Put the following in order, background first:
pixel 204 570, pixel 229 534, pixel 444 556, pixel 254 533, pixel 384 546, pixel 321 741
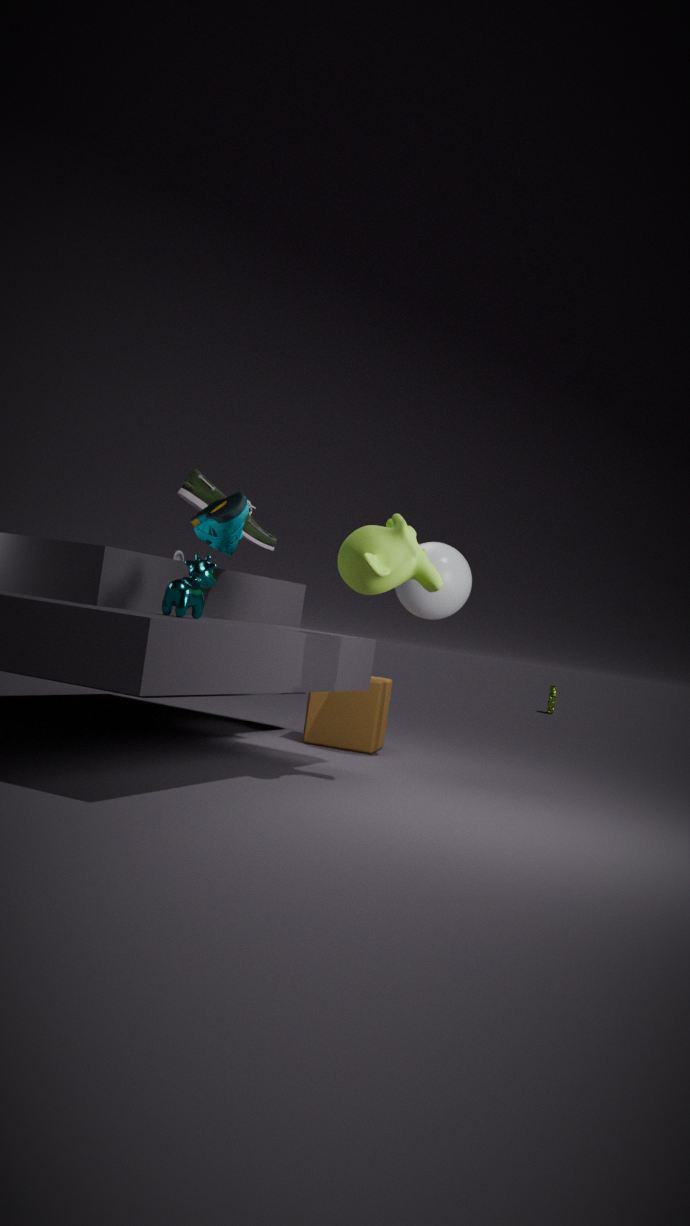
pixel 321 741, pixel 254 533, pixel 444 556, pixel 229 534, pixel 384 546, pixel 204 570
